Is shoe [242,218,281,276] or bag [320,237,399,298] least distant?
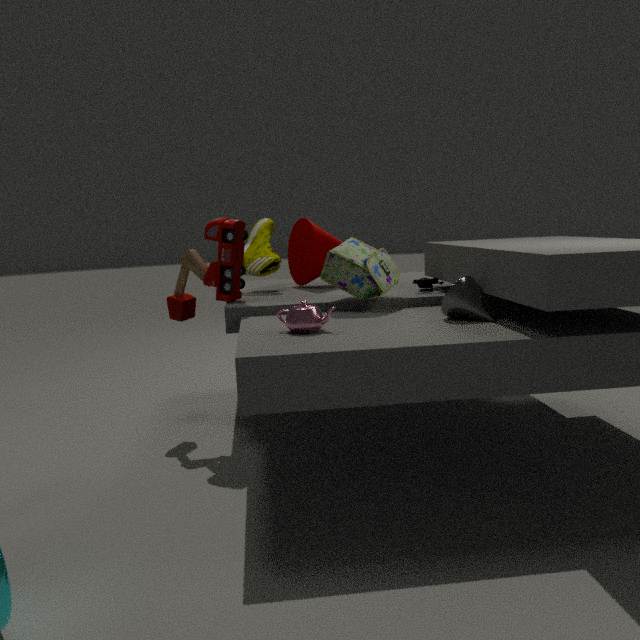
bag [320,237,399,298]
